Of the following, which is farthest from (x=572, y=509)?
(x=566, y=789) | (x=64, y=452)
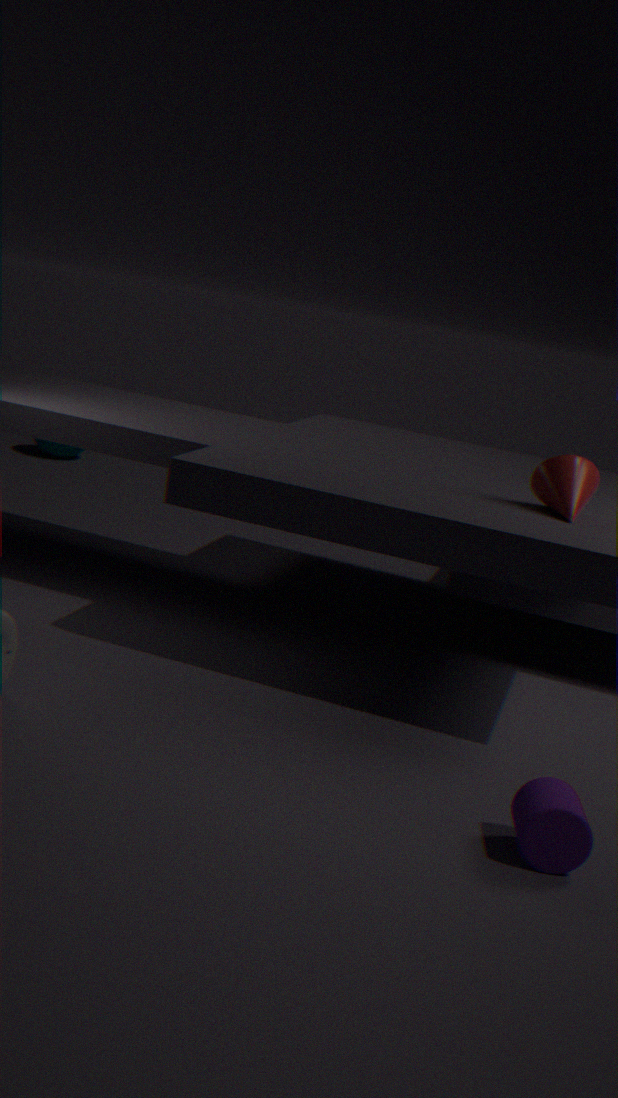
(x=64, y=452)
